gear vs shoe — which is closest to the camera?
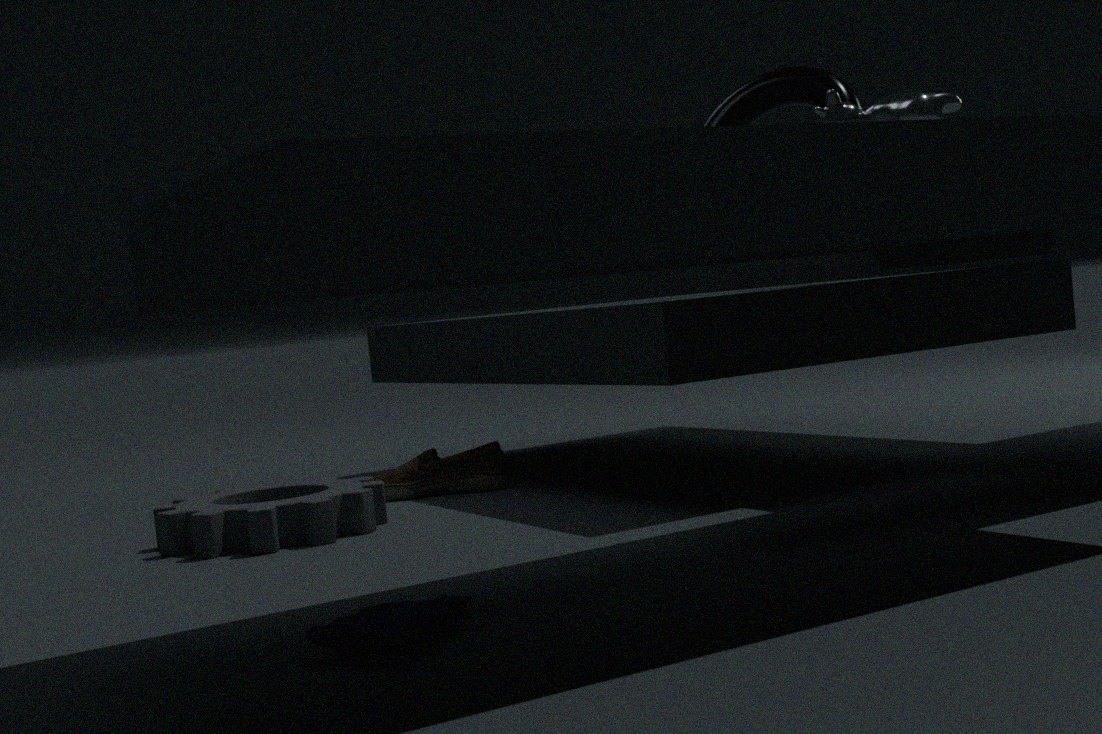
gear
